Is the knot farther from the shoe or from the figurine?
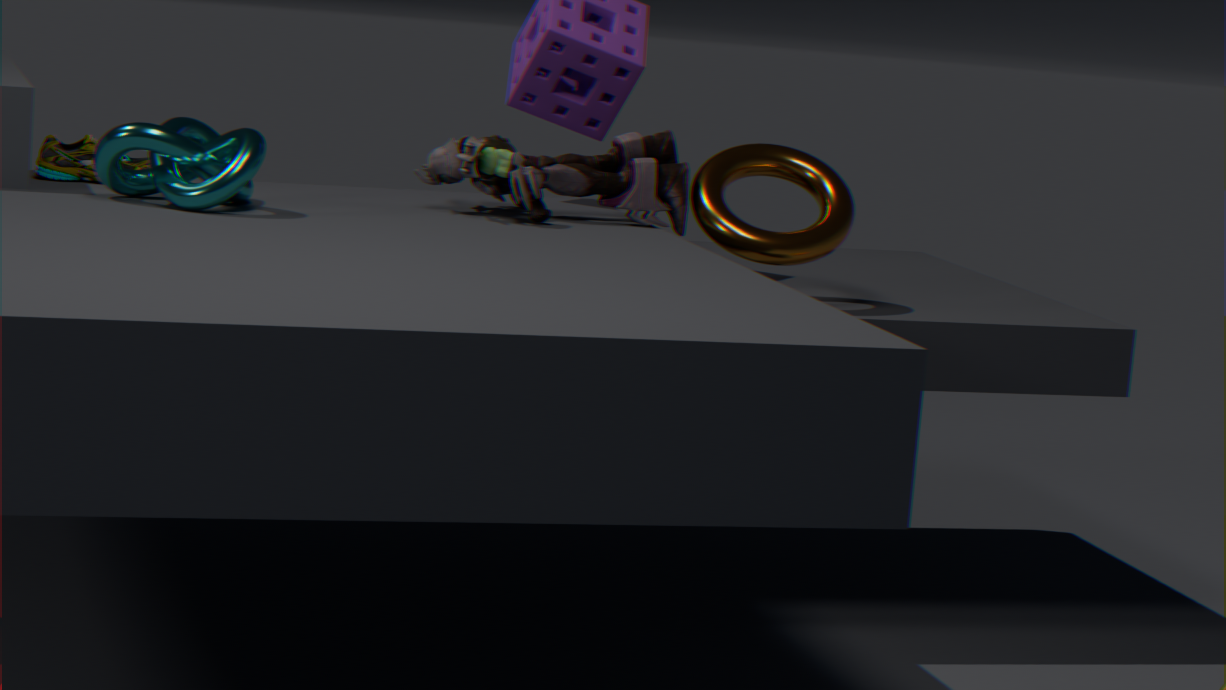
the figurine
